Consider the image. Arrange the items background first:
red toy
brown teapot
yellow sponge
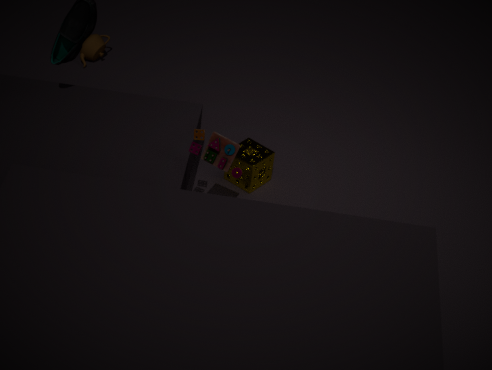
brown teapot
yellow sponge
red toy
